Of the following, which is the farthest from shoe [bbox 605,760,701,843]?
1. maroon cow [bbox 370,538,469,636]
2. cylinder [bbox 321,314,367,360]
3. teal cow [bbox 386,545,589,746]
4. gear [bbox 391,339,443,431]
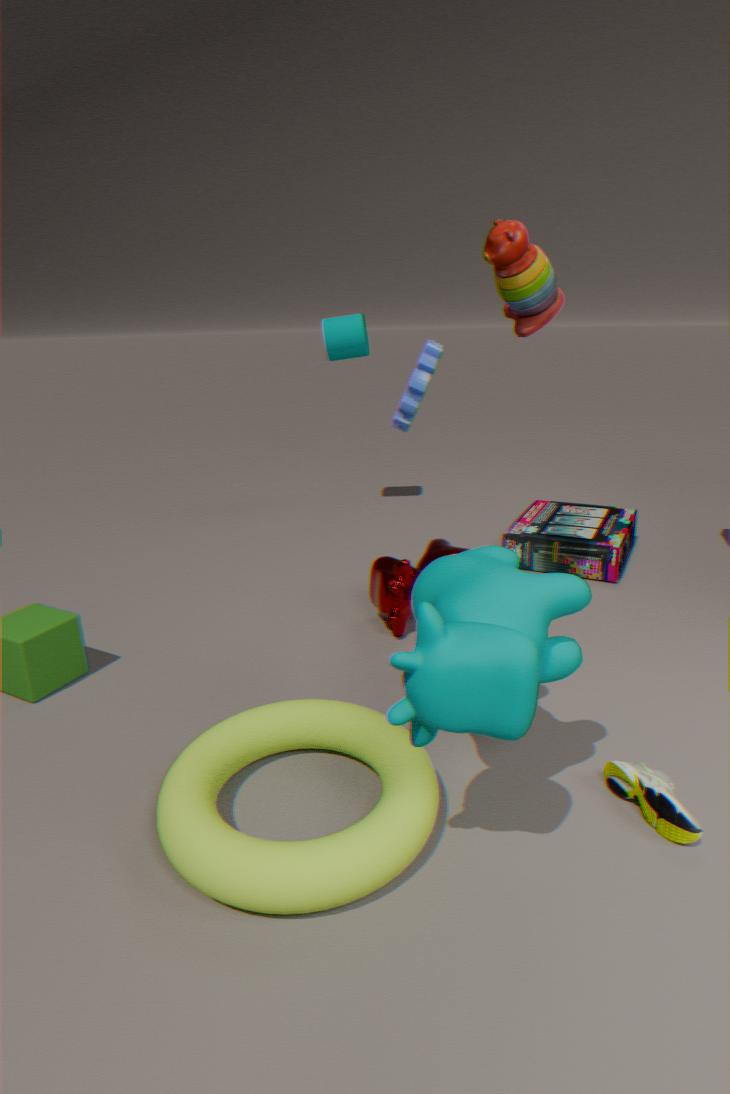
cylinder [bbox 321,314,367,360]
